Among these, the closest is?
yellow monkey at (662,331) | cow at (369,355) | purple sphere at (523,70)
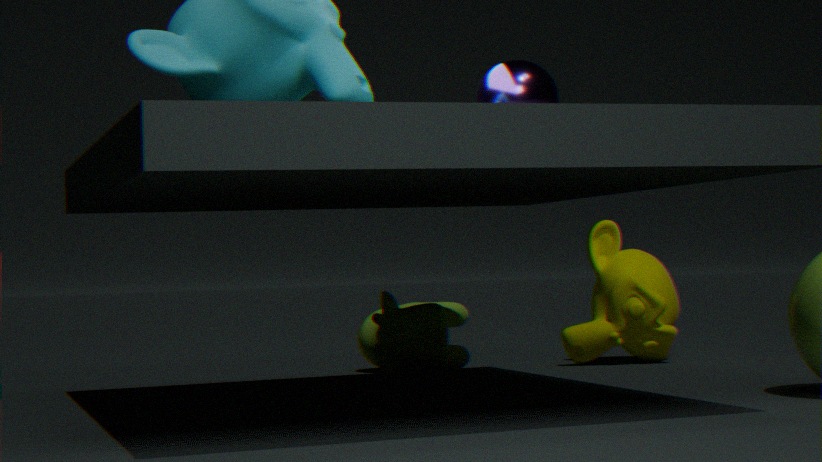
purple sphere at (523,70)
